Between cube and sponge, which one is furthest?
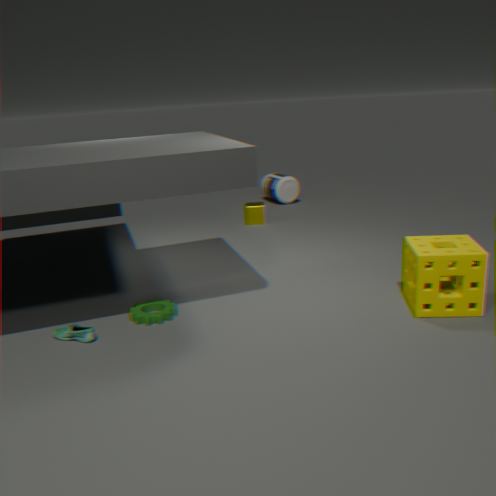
cube
